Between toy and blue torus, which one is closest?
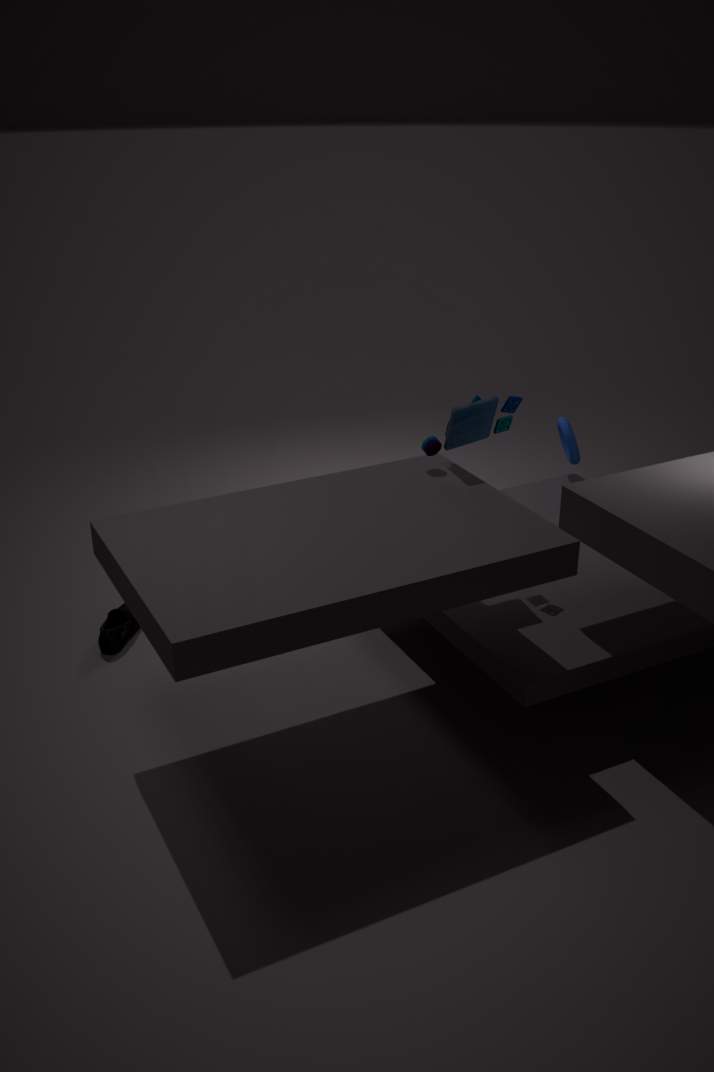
toy
